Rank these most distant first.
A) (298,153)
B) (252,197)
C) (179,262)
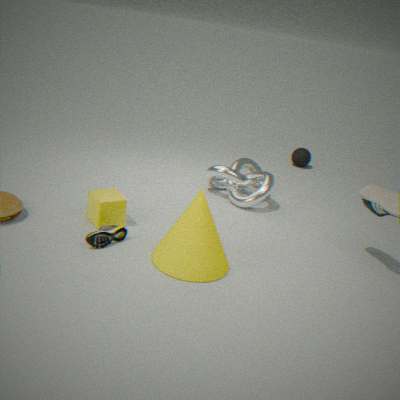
(298,153) < (252,197) < (179,262)
